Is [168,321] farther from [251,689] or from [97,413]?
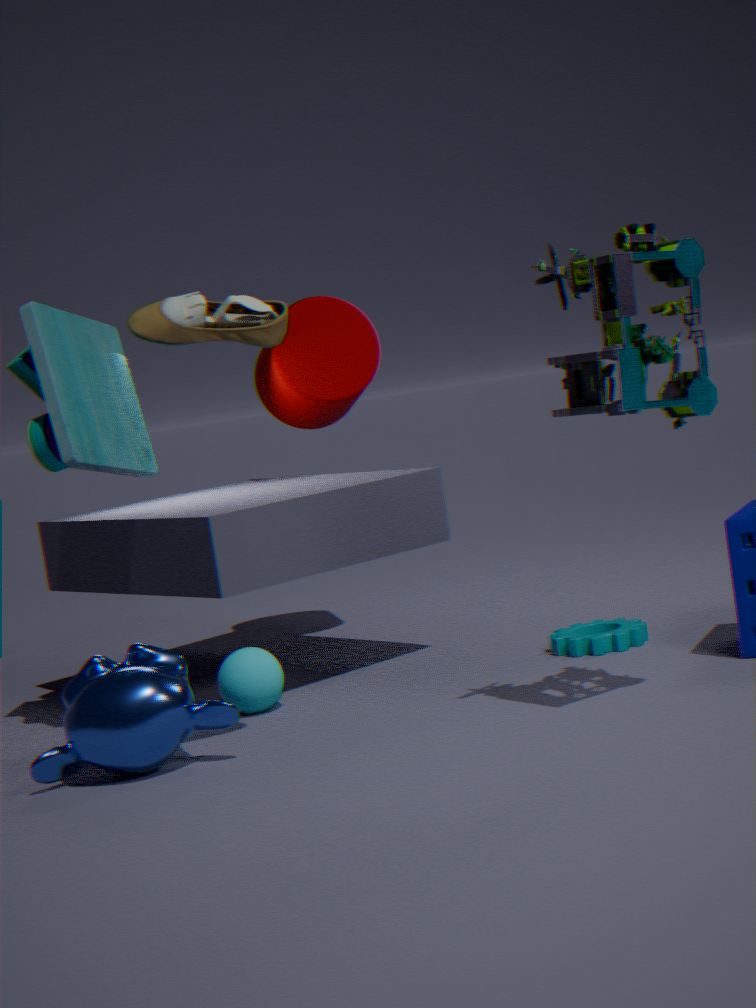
[251,689]
